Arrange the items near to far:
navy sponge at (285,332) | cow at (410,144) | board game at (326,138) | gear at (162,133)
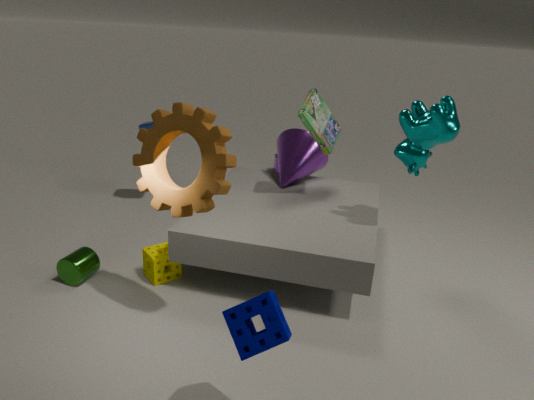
navy sponge at (285,332)
gear at (162,133)
cow at (410,144)
board game at (326,138)
